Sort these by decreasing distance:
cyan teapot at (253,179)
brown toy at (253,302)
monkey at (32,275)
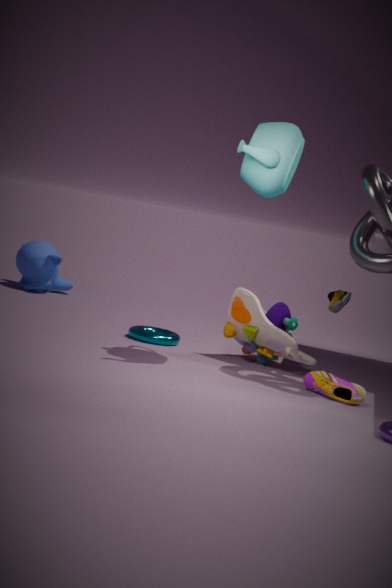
monkey at (32,275) < brown toy at (253,302) < cyan teapot at (253,179)
